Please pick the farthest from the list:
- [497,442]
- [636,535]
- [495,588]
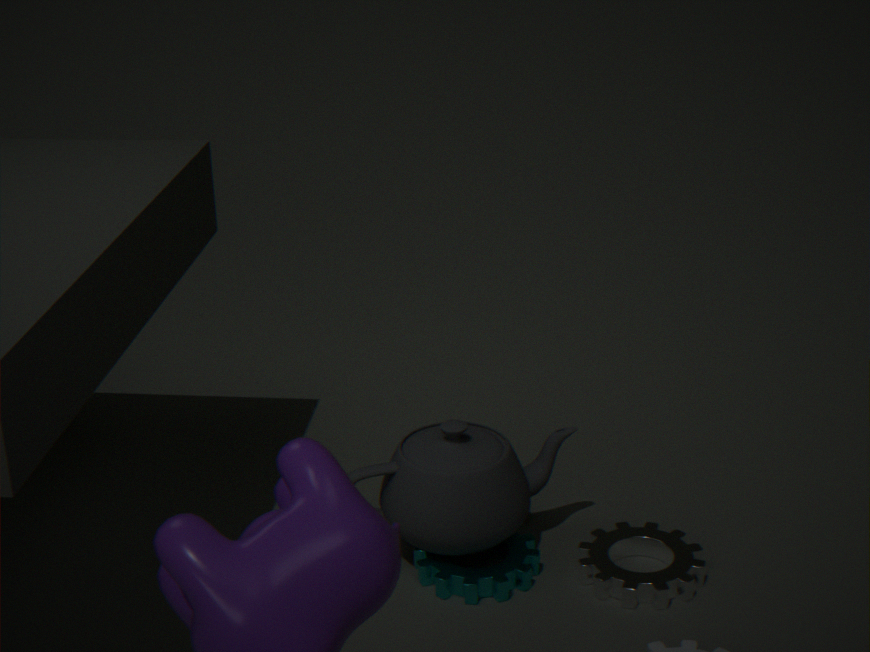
[636,535]
